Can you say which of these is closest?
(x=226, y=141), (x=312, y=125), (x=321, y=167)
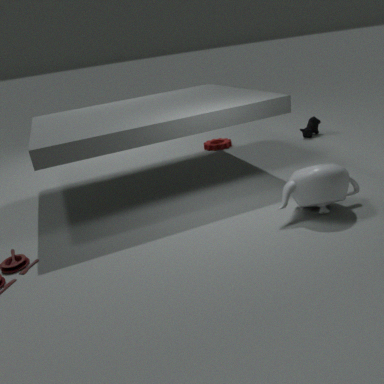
(x=321, y=167)
